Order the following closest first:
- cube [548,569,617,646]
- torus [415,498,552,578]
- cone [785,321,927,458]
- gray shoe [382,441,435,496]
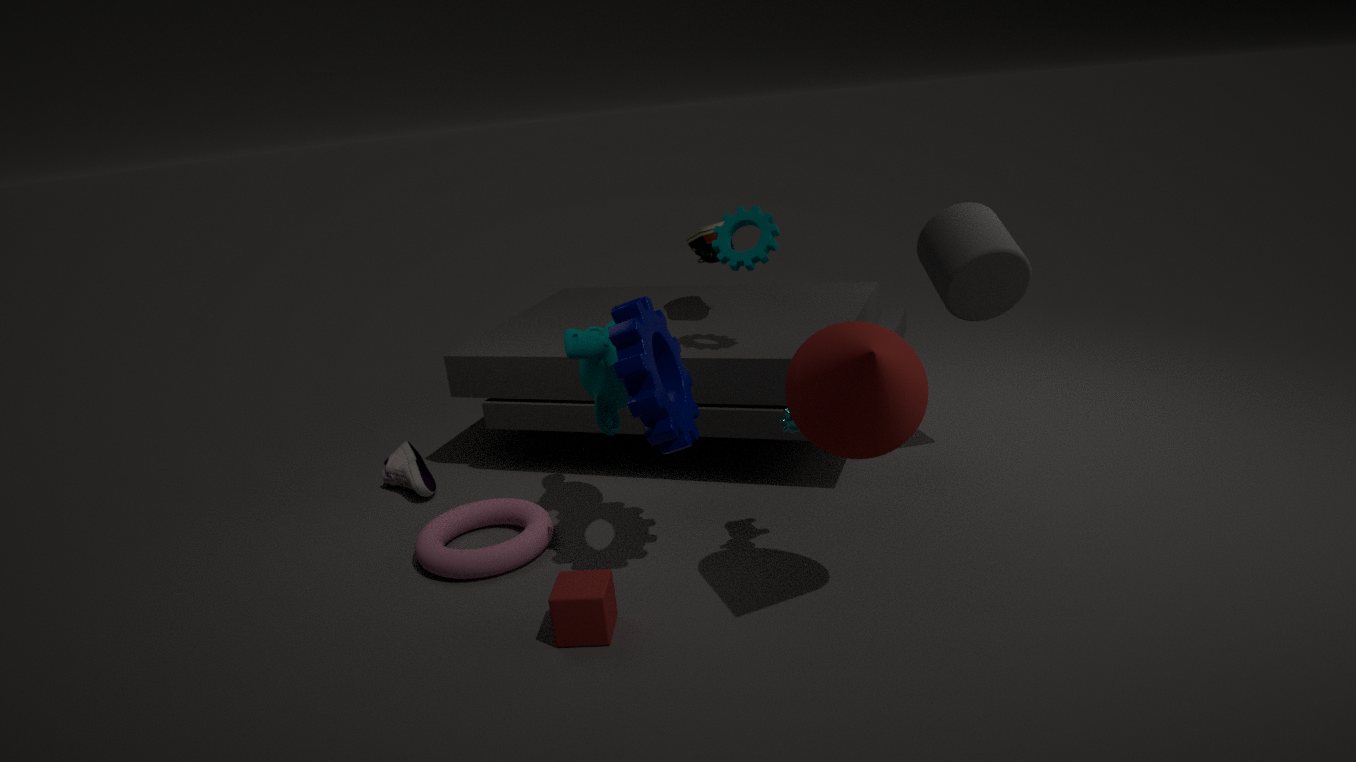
1. cone [785,321,927,458]
2. cube [548,569,617,646]
3. torus [415,498,552,578]
4. gray shoe [382,441,435,496]
